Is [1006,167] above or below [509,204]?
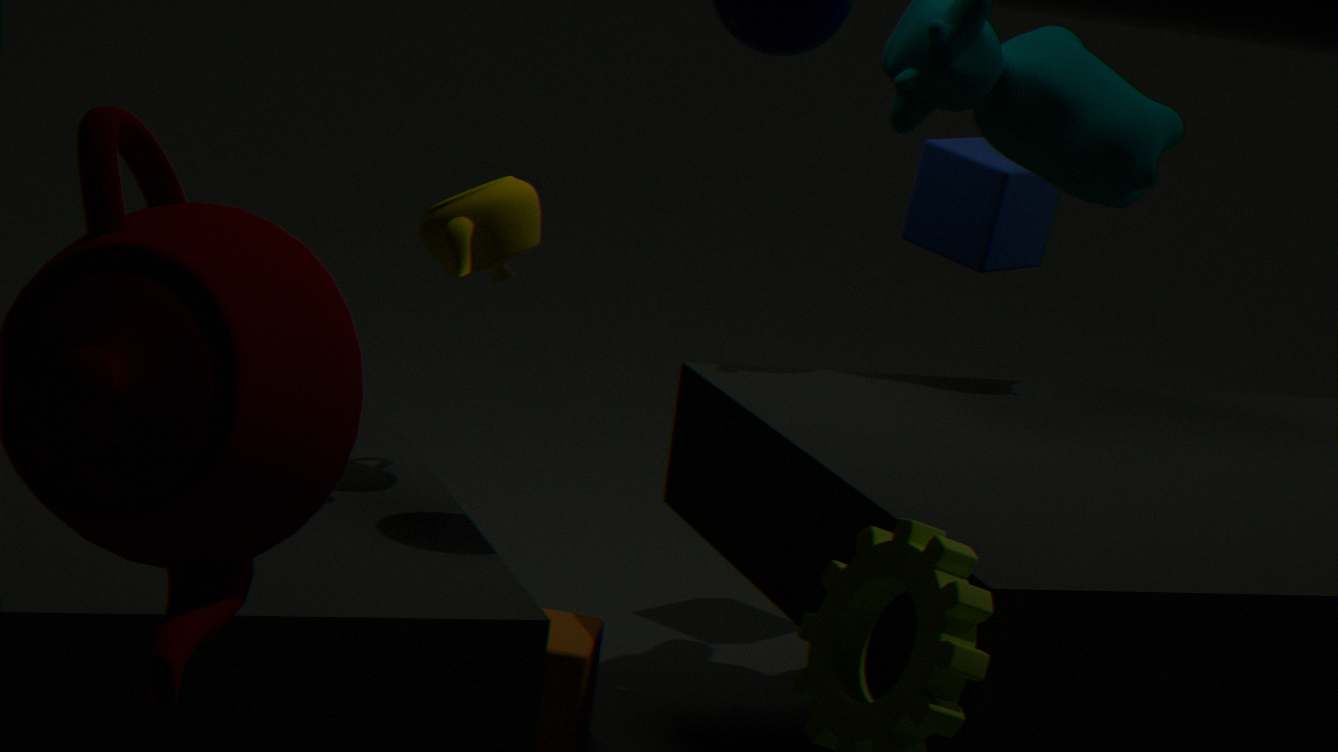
above
